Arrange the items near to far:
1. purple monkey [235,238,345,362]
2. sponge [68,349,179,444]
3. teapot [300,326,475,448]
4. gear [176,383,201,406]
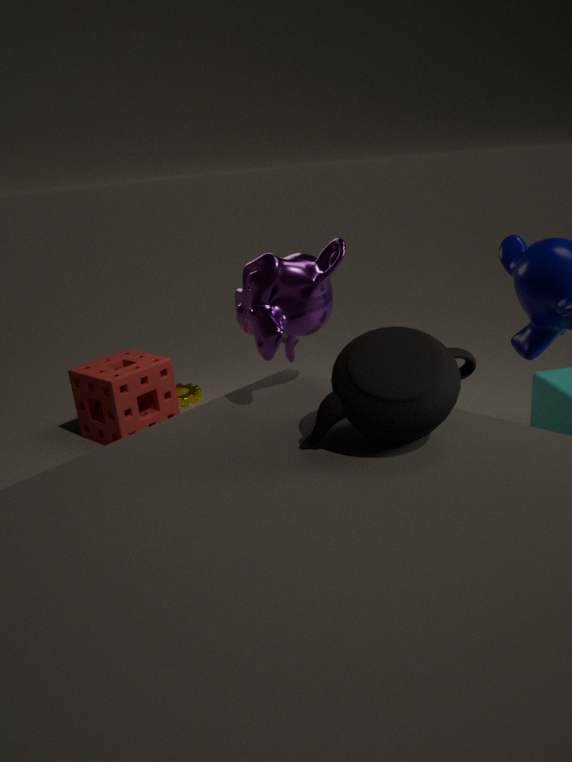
1. teapot [300,326,475,448]
2. purple monkey [235,238,345,362]
3. sponge [68,349,179,444]
4. gear [176,383,201,406]
